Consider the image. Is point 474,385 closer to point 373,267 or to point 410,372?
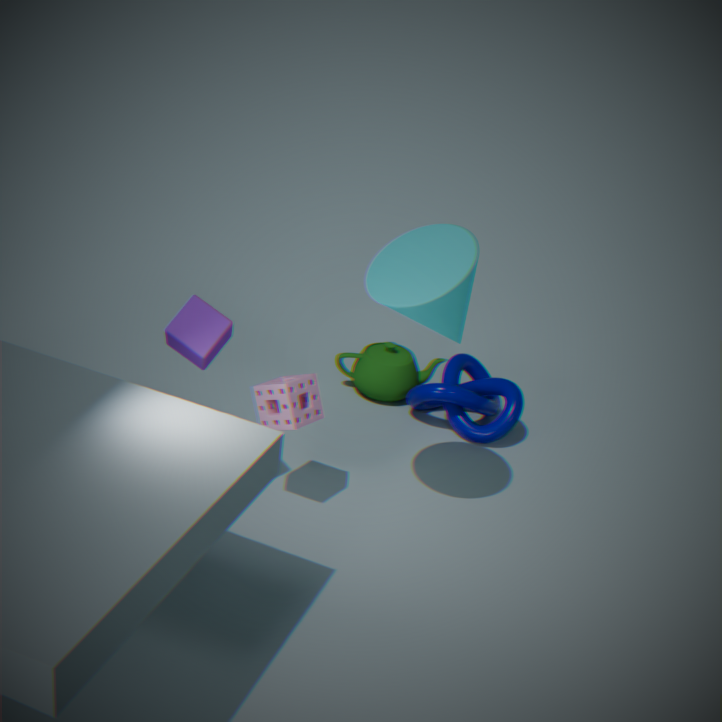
point 410,372
